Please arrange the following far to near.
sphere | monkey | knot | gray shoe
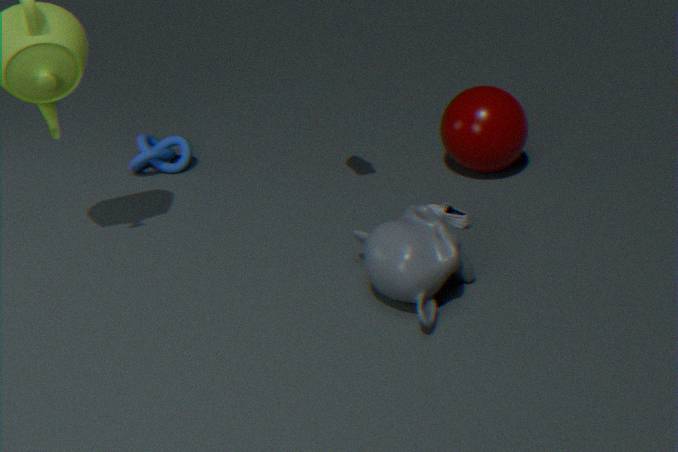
1. knot
2. sphere
3. gray shoe
4. monkey
